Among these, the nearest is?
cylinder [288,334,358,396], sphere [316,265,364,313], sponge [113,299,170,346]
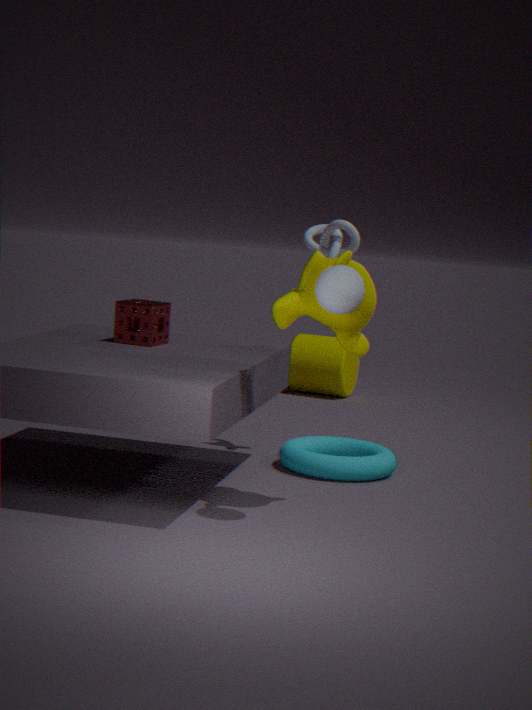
sphere [316,265,364,313]
